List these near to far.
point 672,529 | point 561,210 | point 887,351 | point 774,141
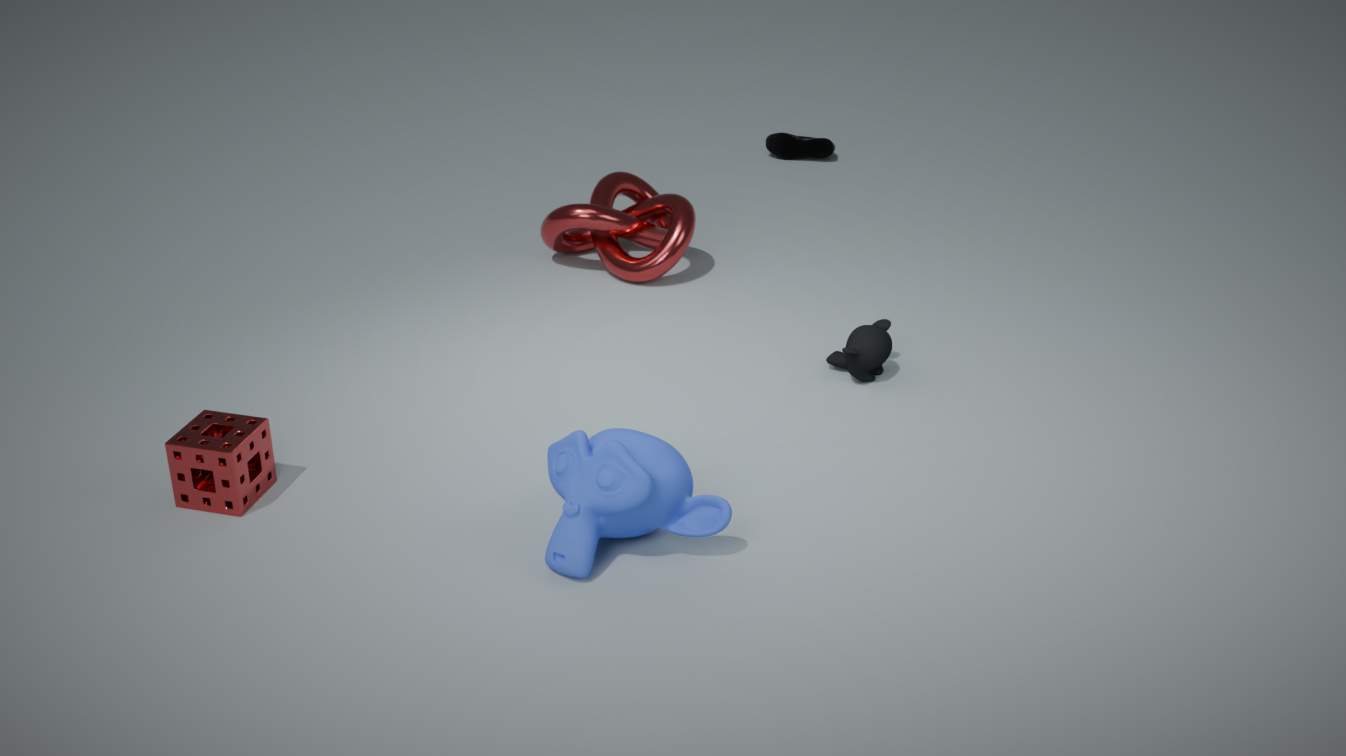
point 672,529 < point 887,351 < point 561,210 < point 774,141
